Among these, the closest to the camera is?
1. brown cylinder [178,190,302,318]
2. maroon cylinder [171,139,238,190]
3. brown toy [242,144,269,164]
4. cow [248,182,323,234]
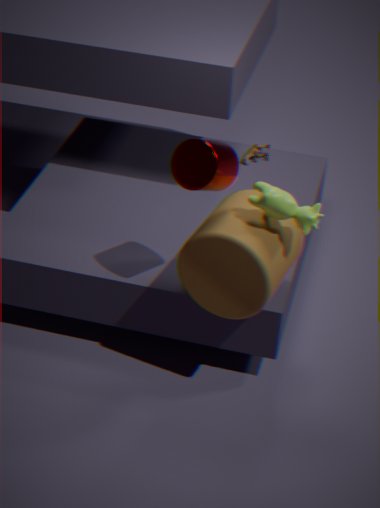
maroon cylinder [171,139,238,190]
